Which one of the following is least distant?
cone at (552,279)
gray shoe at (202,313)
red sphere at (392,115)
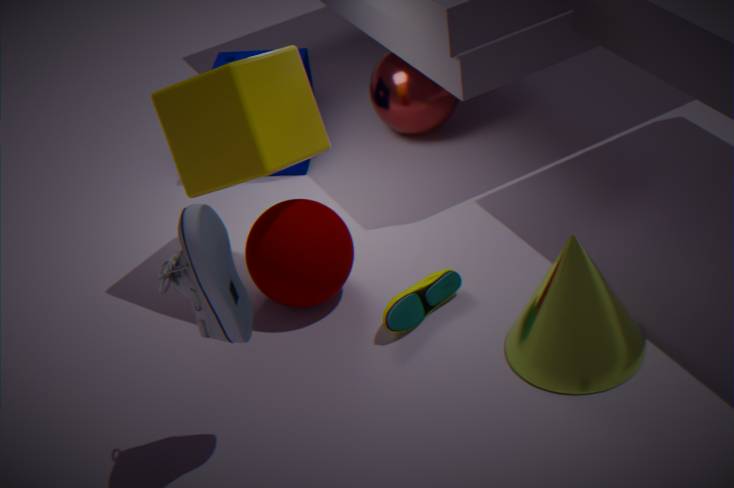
gray shoe at (202,313)
